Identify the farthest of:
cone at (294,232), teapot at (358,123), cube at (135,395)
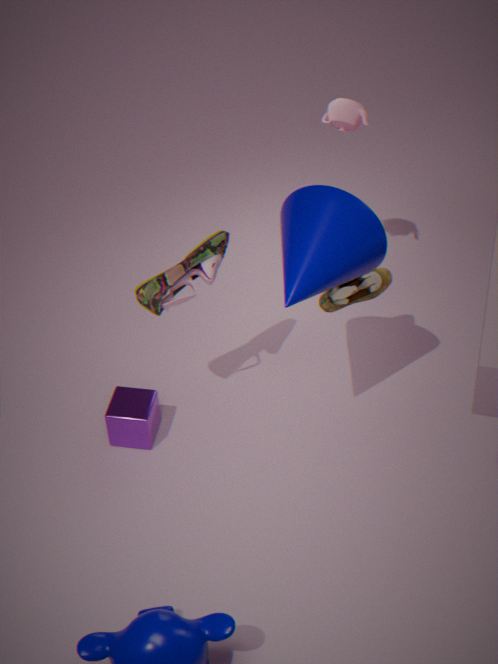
teapot at (358,123)
